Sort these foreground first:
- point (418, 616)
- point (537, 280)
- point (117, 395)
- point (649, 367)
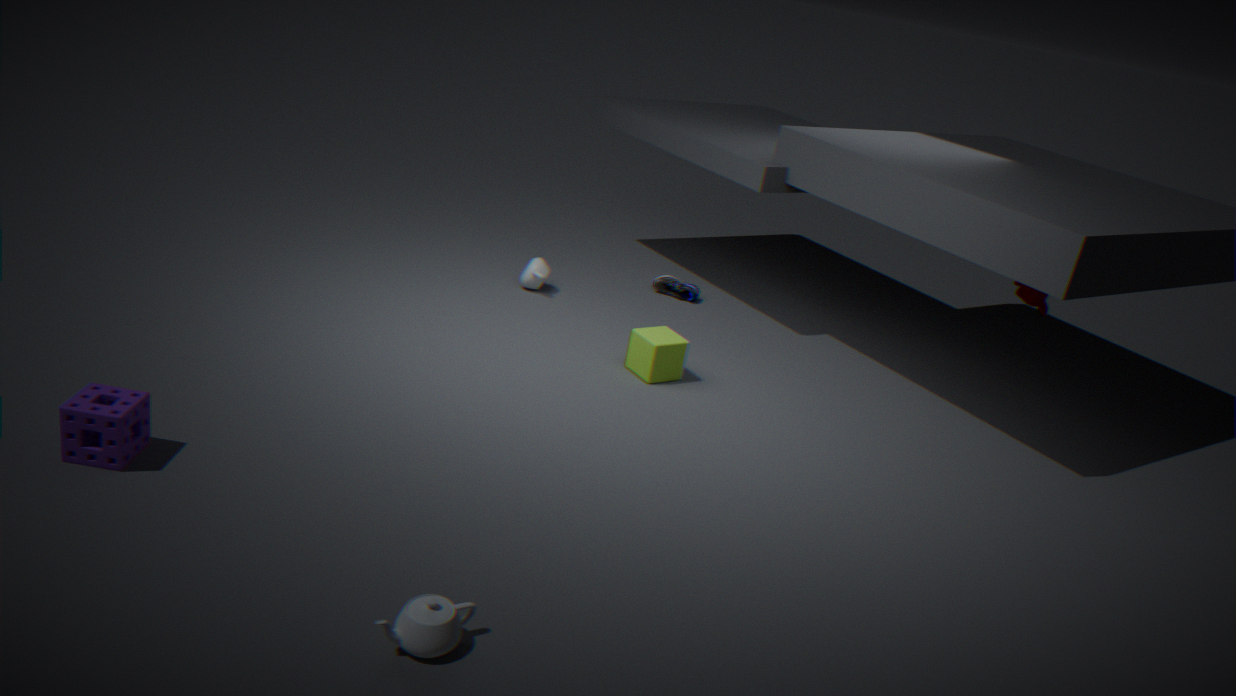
point (418, 616) < point (117, 395) < point (649, 367) < point (537, 280)
